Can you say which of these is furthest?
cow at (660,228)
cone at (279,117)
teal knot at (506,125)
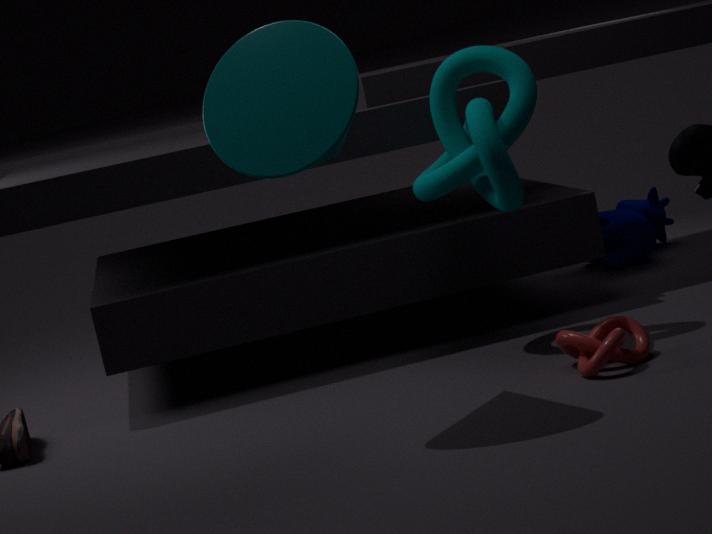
cow at (660,228)
